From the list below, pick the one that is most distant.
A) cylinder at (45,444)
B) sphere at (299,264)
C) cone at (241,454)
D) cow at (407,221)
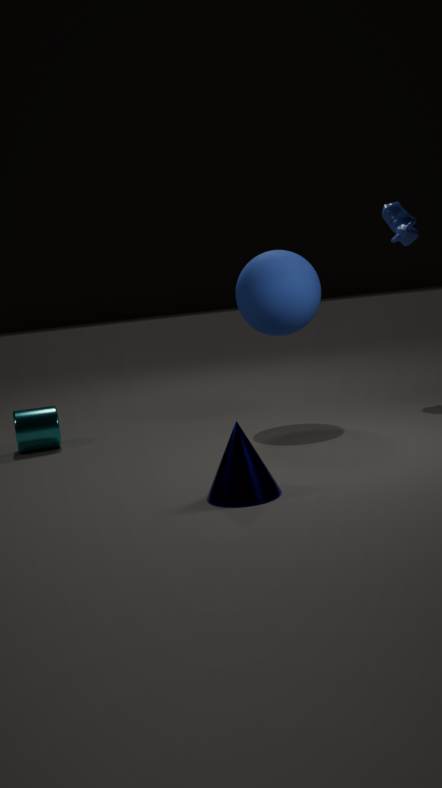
cow at (407,221)
